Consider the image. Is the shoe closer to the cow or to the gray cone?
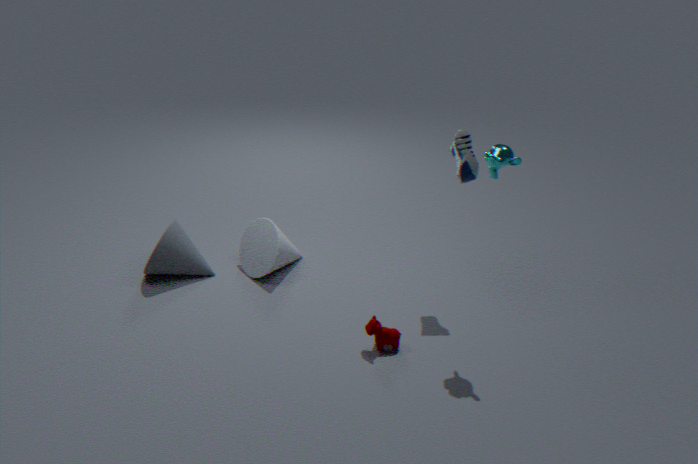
the cow
